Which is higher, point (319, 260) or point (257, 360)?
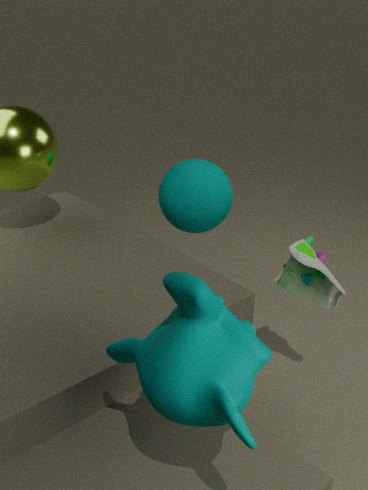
point (257, 360)
